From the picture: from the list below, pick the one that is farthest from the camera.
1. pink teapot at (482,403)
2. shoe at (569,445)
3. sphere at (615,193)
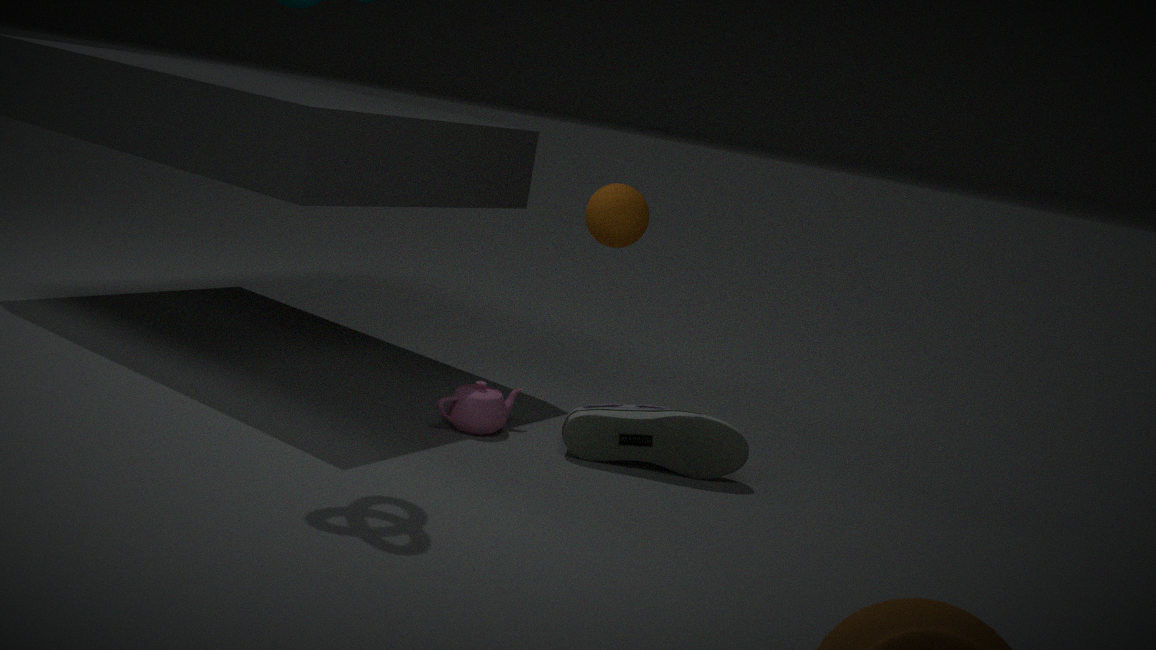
sphere at (615,193)
